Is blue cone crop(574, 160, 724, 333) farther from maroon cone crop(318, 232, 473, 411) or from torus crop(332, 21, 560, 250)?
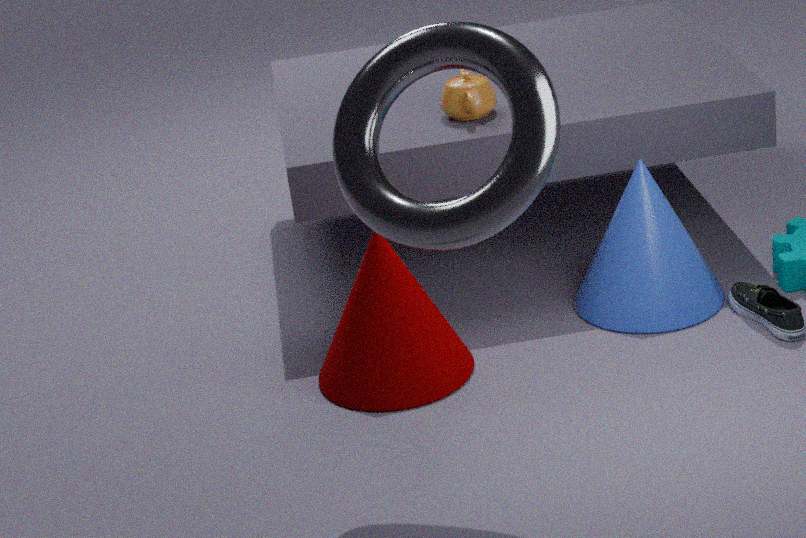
torus crop(332, 21, 560, 250)
